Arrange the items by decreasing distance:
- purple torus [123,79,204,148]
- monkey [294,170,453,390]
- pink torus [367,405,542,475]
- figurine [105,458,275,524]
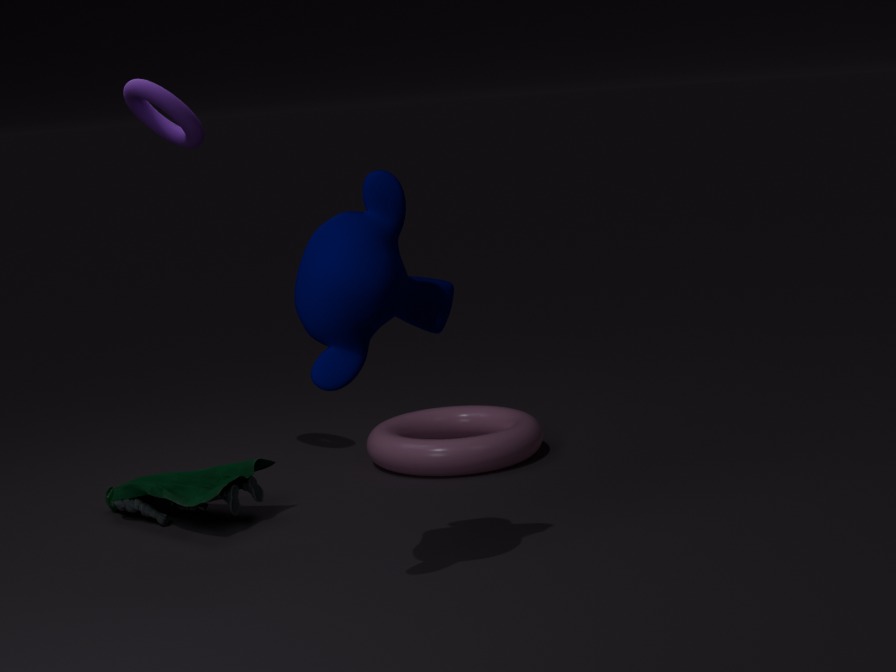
1. pink torus [367,405,542,475]
2. purple torus [123,79,204,148]
3. figurine [105,458,275,524]
4. monkey [294,170,453,390]
